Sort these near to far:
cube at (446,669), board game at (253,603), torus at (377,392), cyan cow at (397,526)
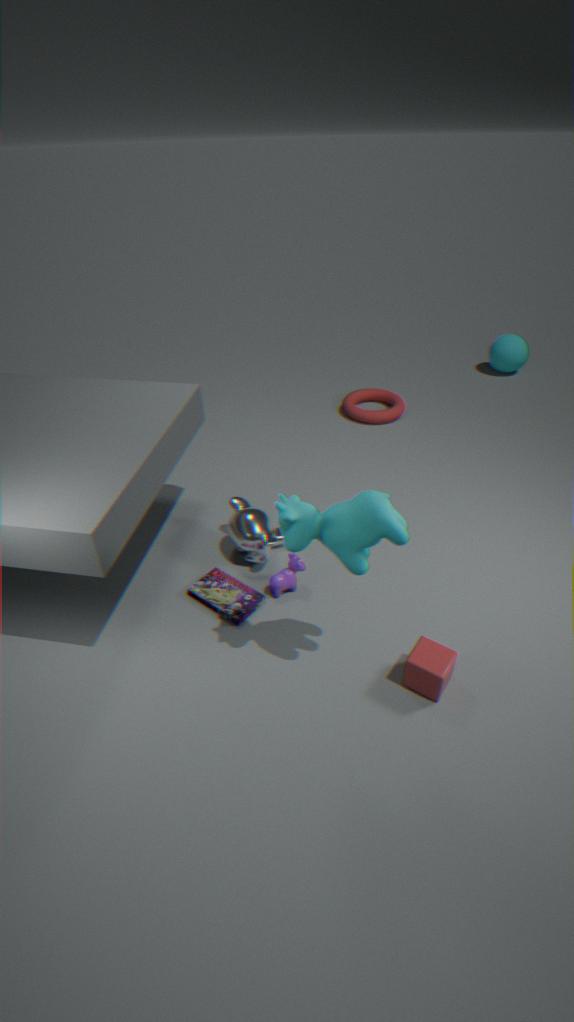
cyan cow at (397,526)
cube at (446,669)
board game at (253,603)
torus at (377,392)
